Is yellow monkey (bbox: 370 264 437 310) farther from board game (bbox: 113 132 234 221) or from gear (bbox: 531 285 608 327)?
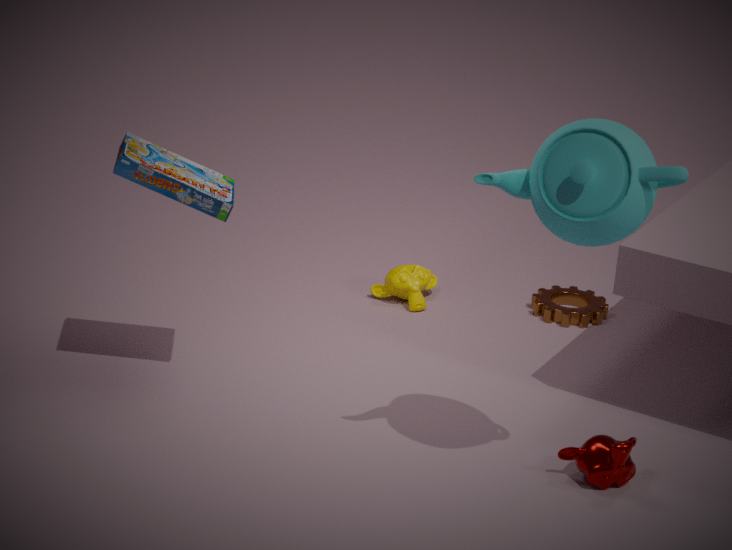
board game (bbox: 113 132 234 221)
